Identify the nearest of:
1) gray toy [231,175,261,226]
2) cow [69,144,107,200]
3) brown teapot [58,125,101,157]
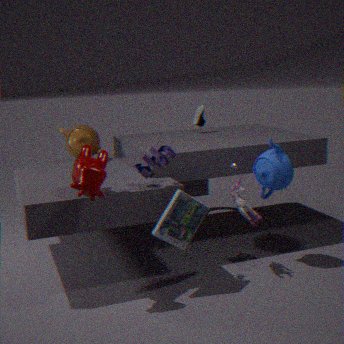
2. cow [69,144,107,200]
